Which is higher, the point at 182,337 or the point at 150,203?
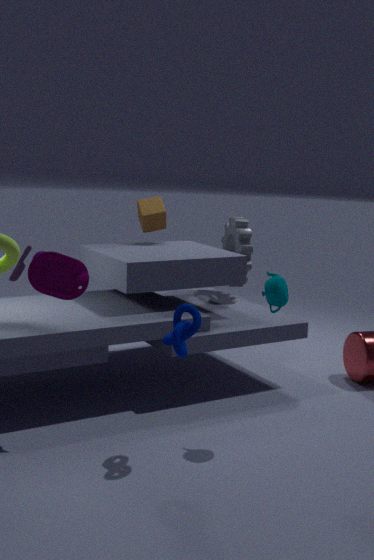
the point at 150,203
